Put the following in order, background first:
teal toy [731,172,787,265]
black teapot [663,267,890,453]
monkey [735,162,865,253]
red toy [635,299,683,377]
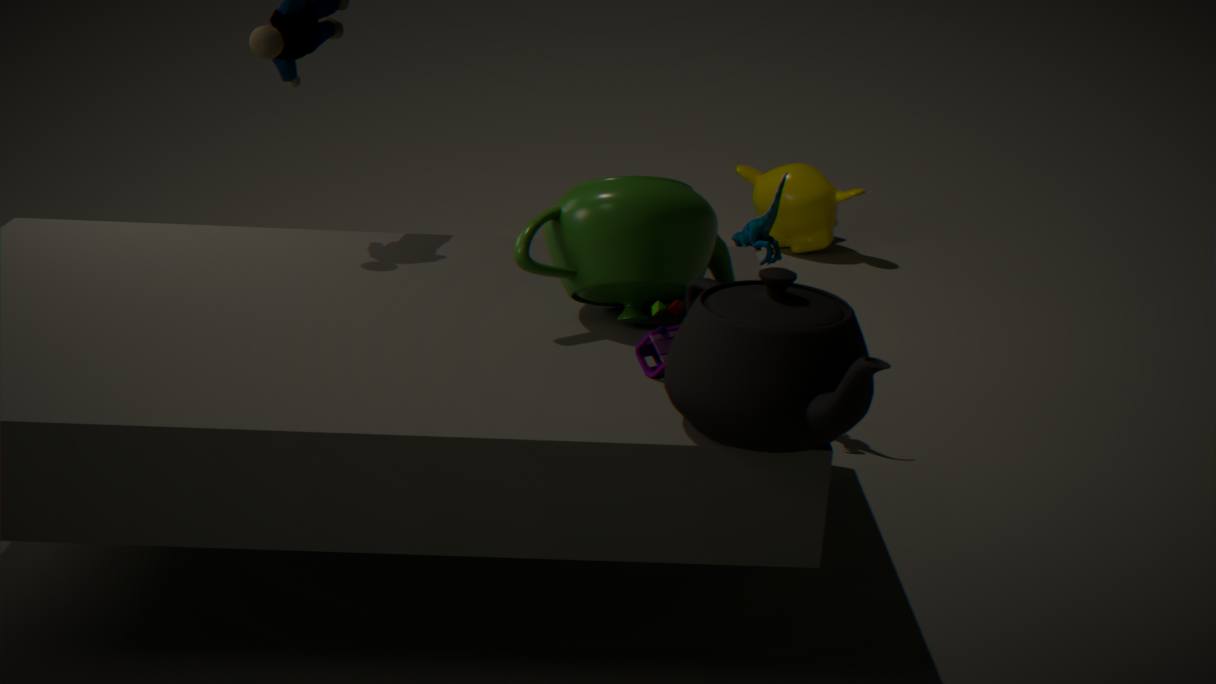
monkey [735,162,865,253] < teal toy [731,172,787,265] < red toy [635,299,683,377] < black teapot [663,267,890,453]
